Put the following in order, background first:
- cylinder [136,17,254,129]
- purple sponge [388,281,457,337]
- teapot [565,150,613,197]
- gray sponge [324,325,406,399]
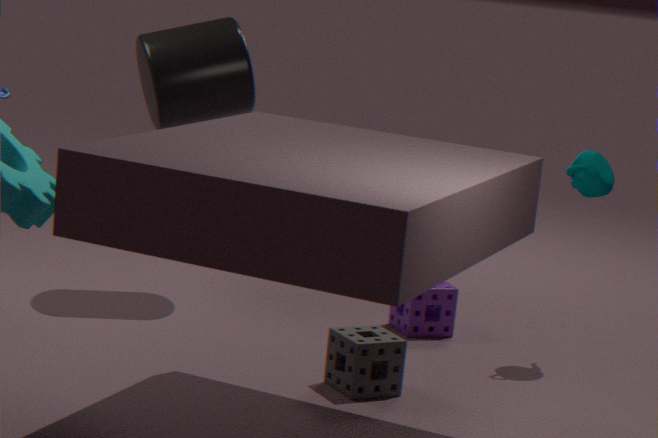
purple sponge [388,281,457,337] → cylinder [136,17,254,129] → teapot [565,150,613,197] → gray sponge [324,325,406,399]
